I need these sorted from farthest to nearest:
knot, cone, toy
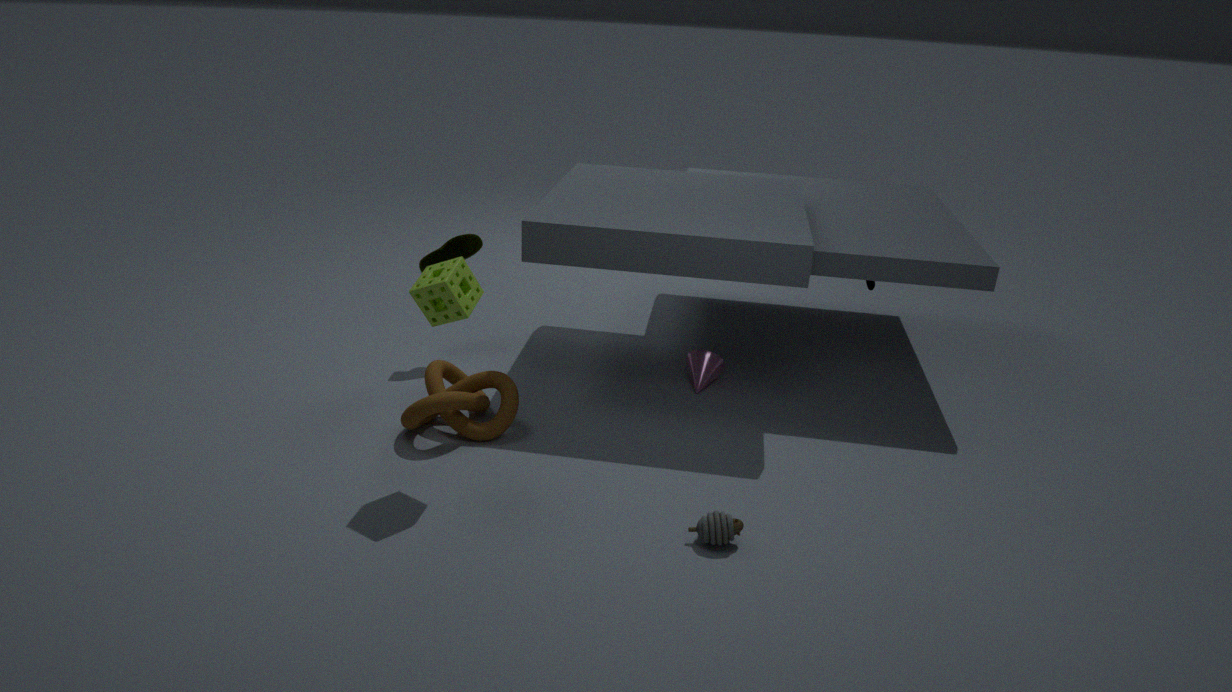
cone, knot, toy
